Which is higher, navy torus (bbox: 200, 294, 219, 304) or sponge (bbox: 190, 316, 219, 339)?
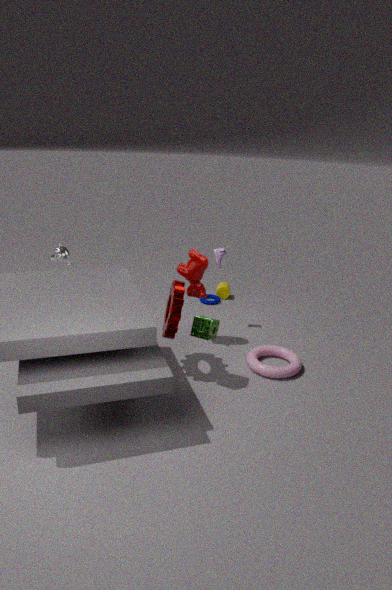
sponge (bbox: 190, 316, 219, 339)
